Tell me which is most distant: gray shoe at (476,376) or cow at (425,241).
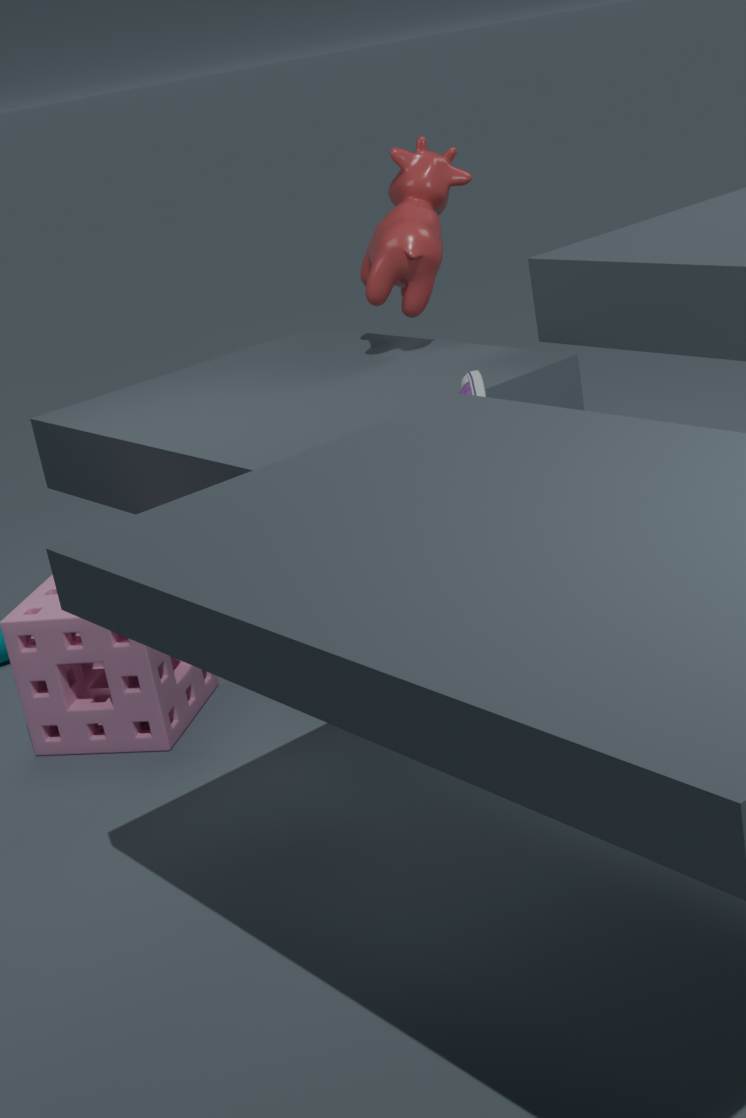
cow at (425,241)
